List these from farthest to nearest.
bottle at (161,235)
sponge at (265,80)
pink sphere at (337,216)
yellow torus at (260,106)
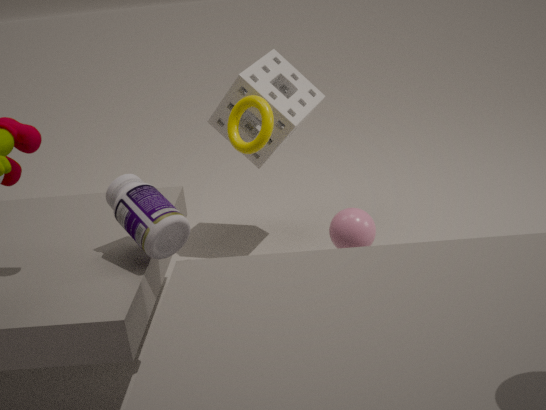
sponge at (265,80) < yellow torus at (260,106) < pink sphere at (337,216) < bottle at (161,235)
